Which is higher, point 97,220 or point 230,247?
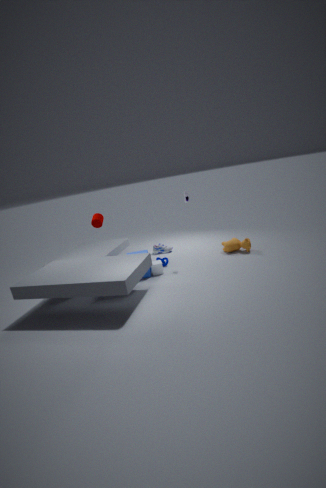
point 97,220
